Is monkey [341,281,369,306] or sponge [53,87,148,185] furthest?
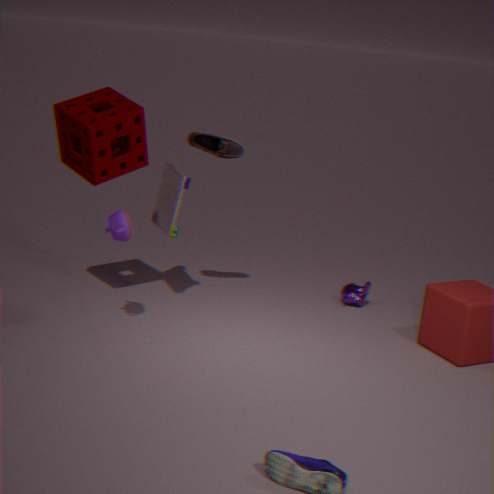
monkey [341,281,369,306]
